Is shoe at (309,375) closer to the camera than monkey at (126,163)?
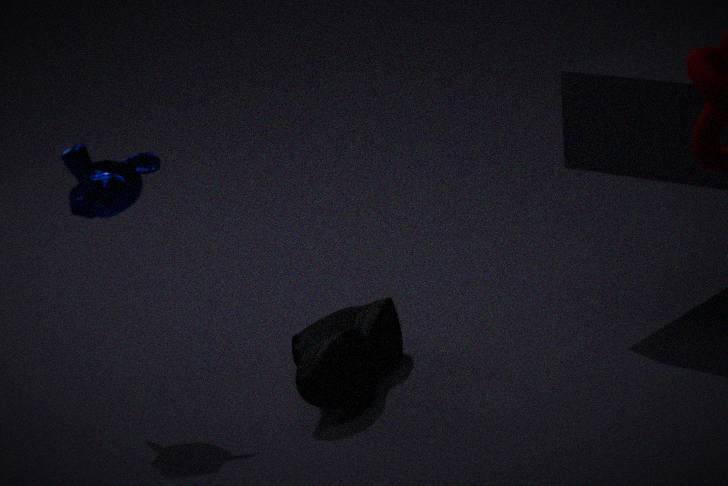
No
